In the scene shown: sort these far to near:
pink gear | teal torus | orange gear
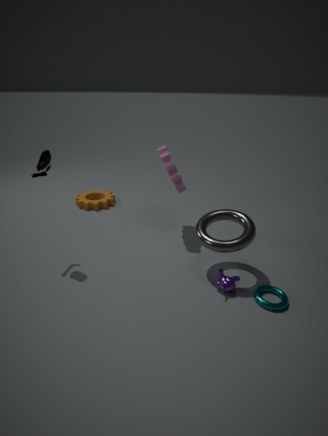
orange gear, pink gear, teal torus
